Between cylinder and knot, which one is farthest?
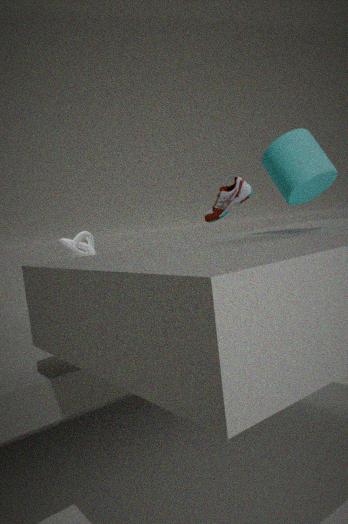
knot
